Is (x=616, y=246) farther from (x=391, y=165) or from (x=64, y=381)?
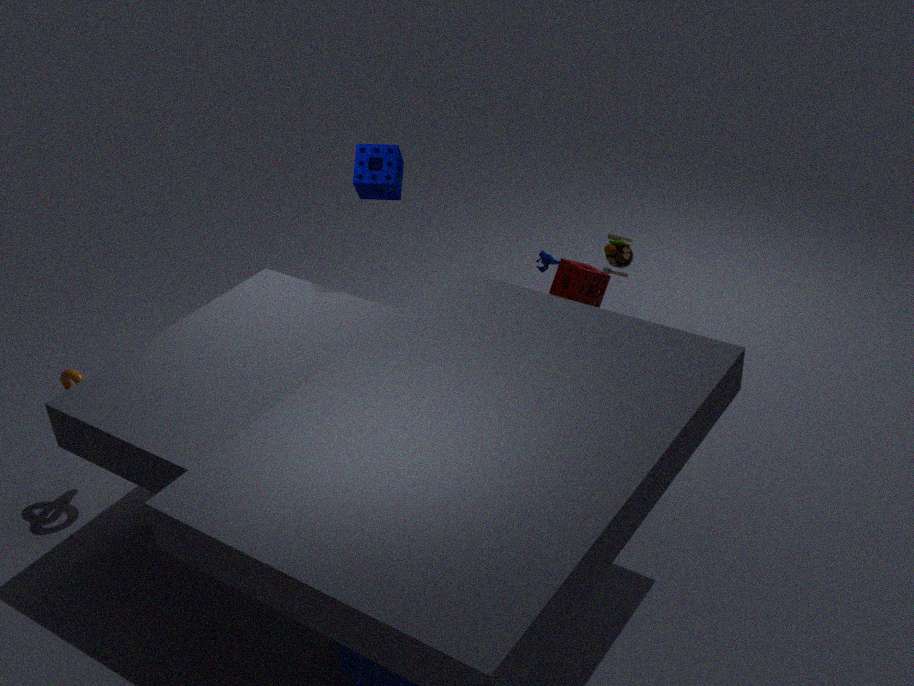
(x=64, y=381)
